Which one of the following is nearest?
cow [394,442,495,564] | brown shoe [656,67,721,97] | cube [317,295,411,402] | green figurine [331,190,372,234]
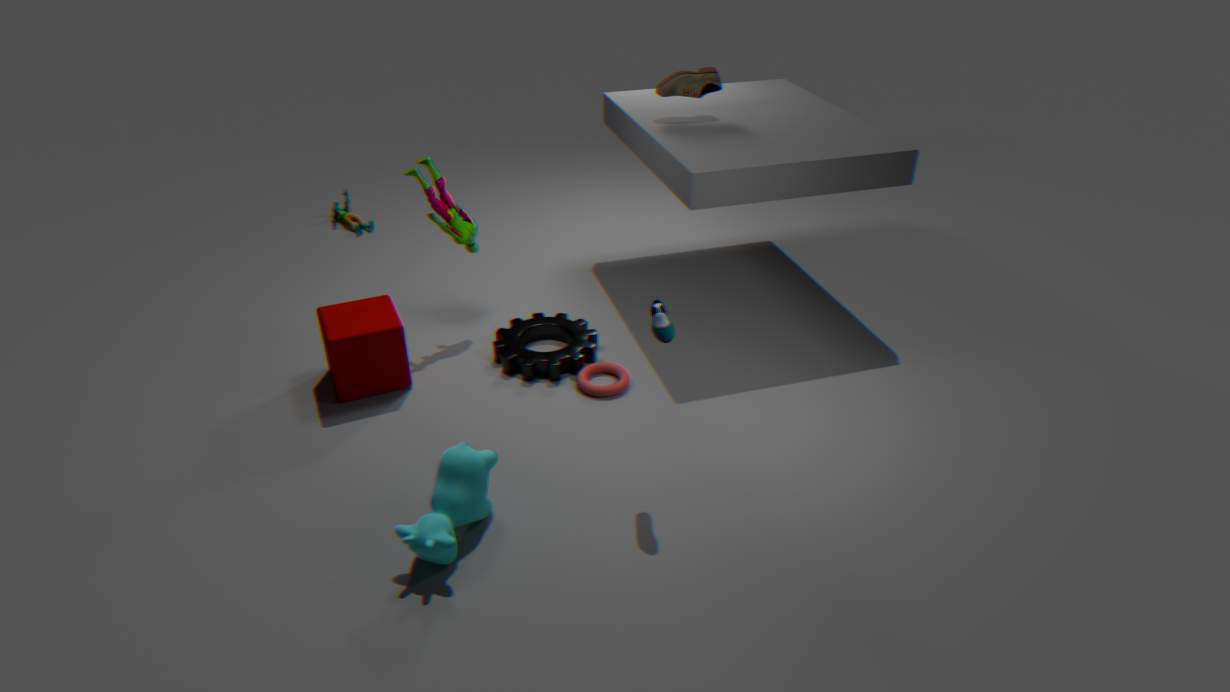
cow [394,442,495,564]
